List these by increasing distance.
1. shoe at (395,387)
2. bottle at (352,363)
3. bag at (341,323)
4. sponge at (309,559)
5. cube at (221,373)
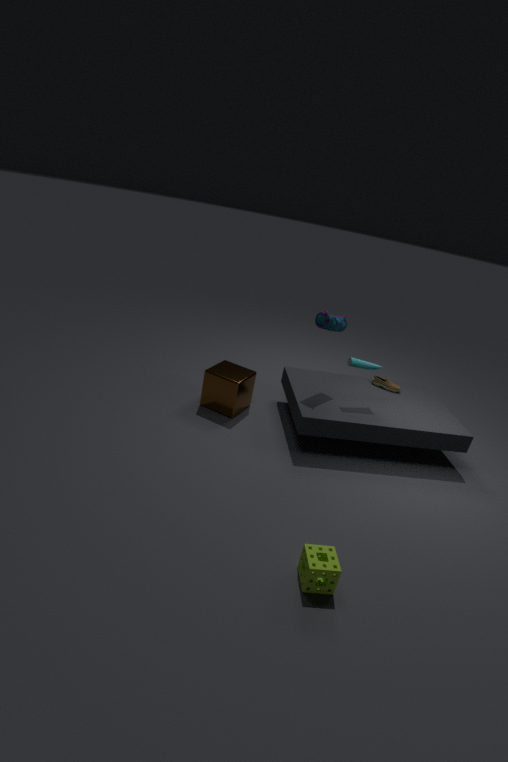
sponge at (309,559), bag at (341,323), bottle at (352,363), cube at (221,373), shoe at (395,387)
